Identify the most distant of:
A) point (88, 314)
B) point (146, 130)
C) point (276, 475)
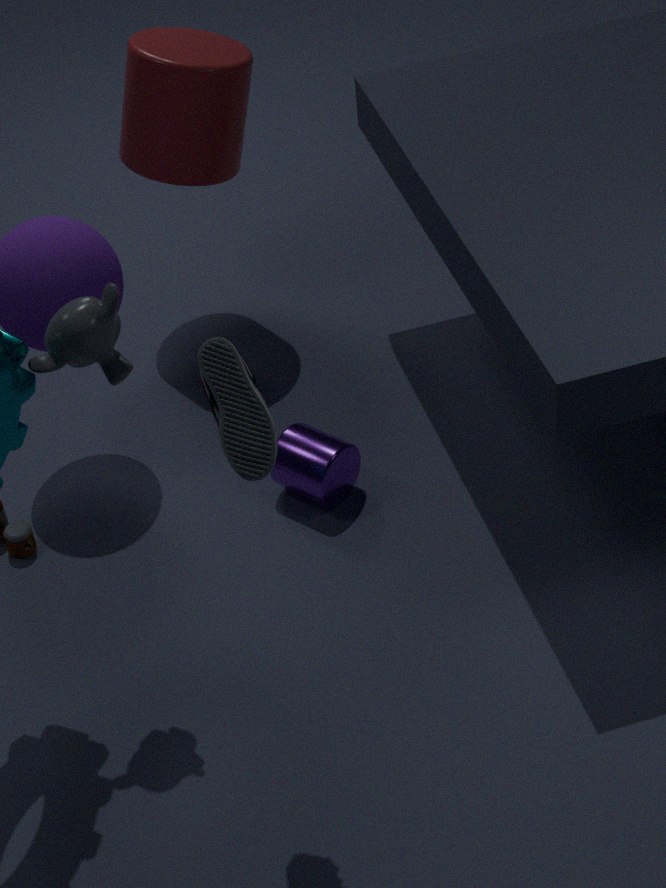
B. point (146, 130)
